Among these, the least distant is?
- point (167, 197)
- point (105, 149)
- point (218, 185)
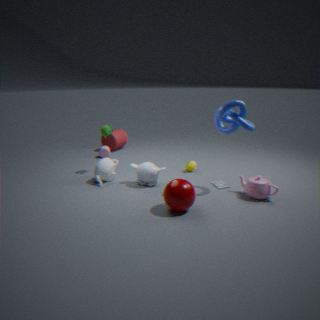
point (167, 197)
